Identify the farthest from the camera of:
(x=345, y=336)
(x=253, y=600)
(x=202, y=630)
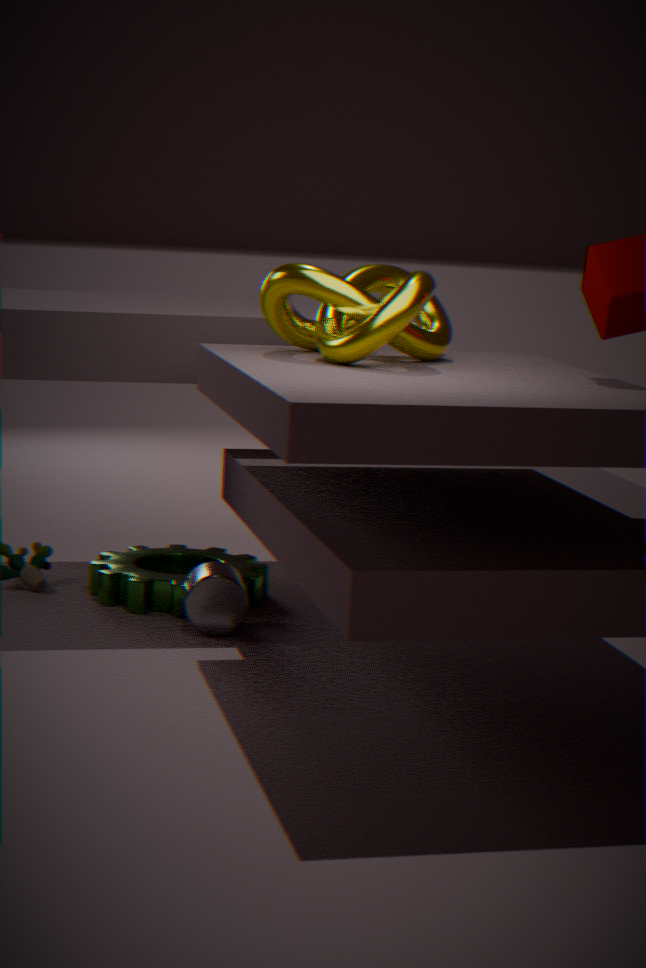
(x=253, y=600)
